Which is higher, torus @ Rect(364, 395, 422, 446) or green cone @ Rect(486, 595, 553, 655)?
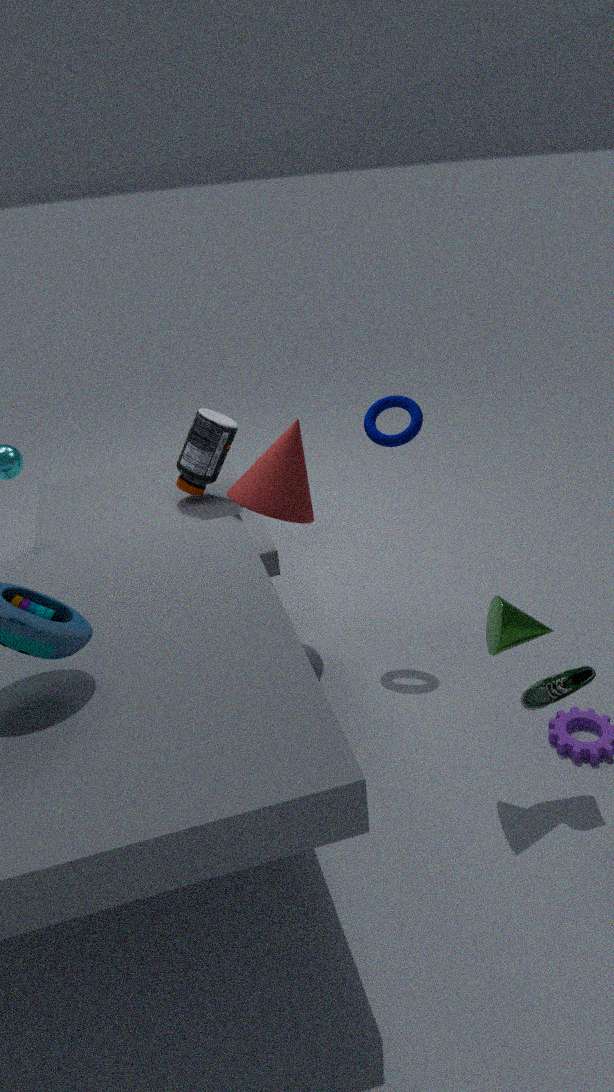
torus @ Rect(364, 395, 422, 446)
